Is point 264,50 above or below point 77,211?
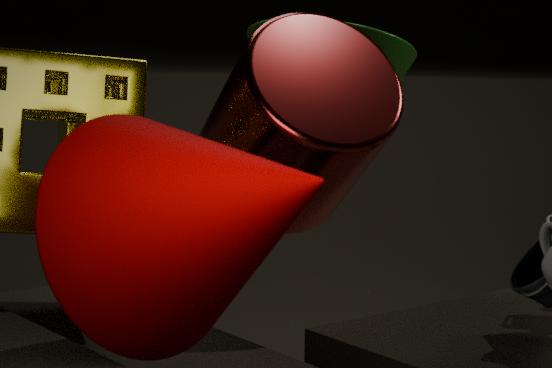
above
